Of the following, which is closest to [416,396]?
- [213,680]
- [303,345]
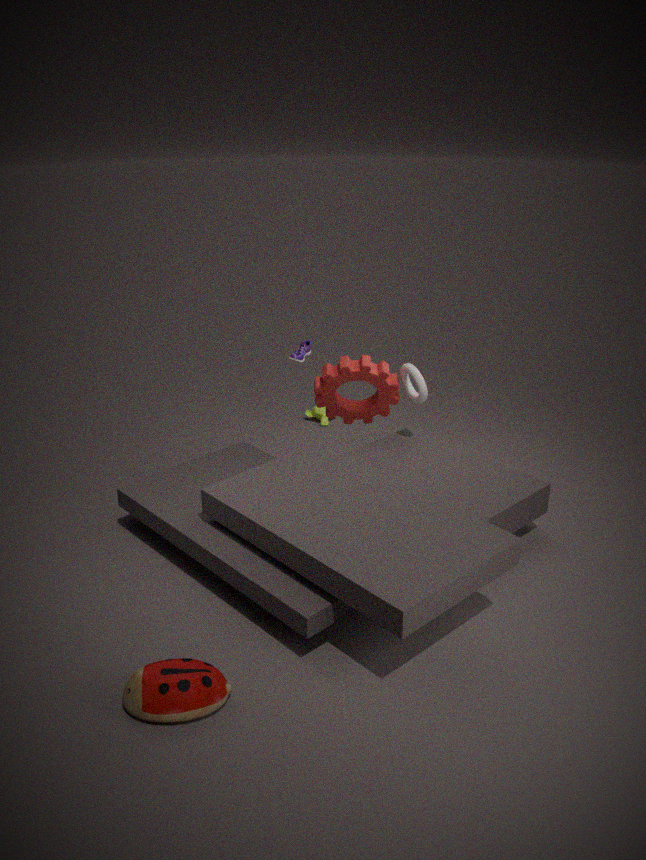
[303,345]
